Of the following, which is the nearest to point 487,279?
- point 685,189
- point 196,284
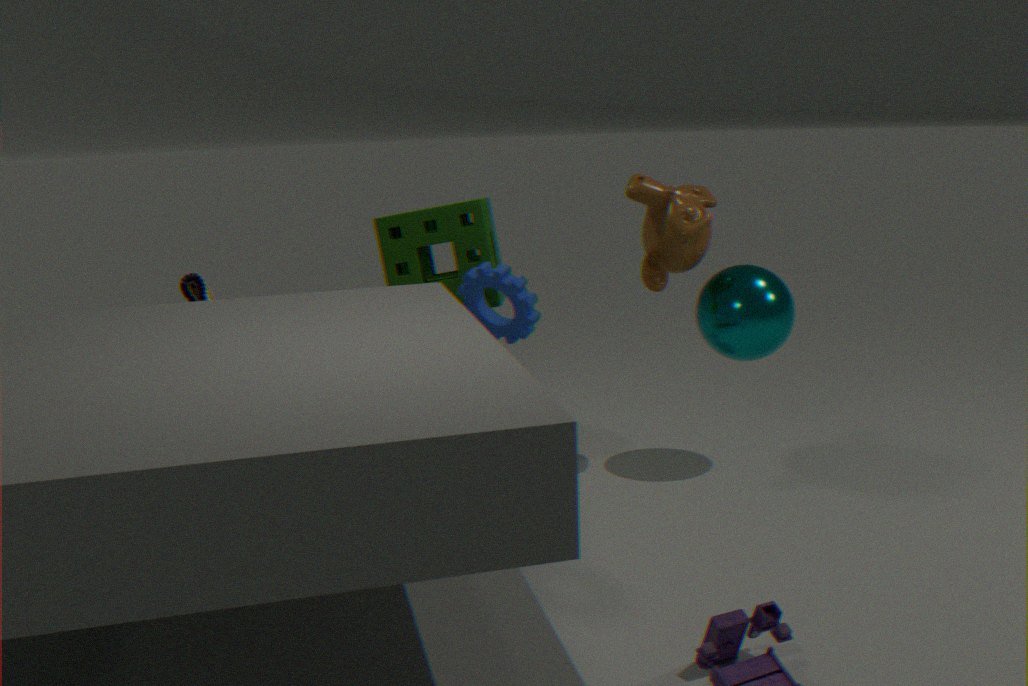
point 685,189
